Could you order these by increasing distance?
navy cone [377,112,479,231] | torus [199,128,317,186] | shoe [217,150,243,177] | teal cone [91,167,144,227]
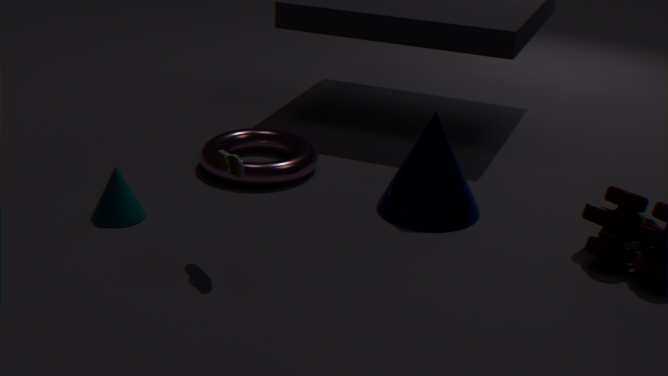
shoe [217,150,243,177], teal cone [91,167,144,227], navy cone [377,112,479,231], torus [199,128,317,186]
